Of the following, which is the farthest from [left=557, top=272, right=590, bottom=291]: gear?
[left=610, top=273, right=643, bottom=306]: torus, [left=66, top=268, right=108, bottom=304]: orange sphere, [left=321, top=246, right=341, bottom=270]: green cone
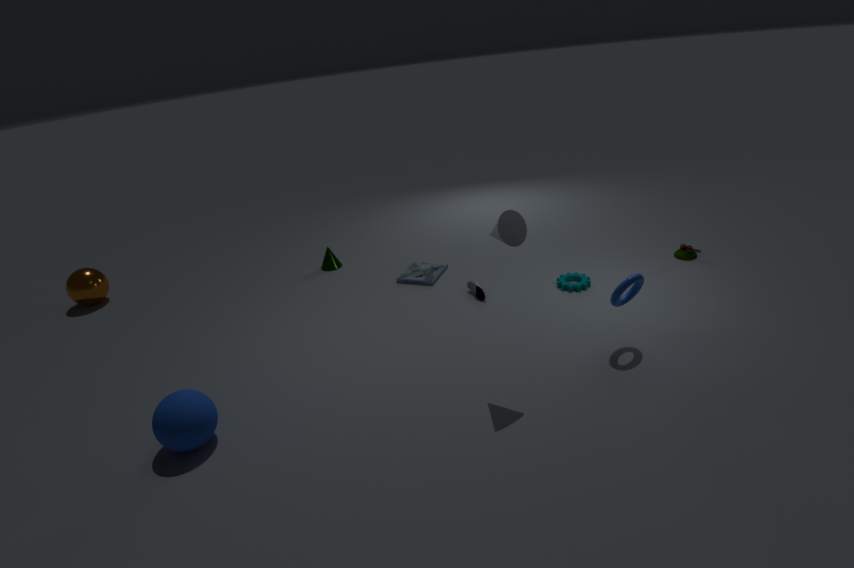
[left=66, top=268, right=108, bottom=304]: orange sphere
